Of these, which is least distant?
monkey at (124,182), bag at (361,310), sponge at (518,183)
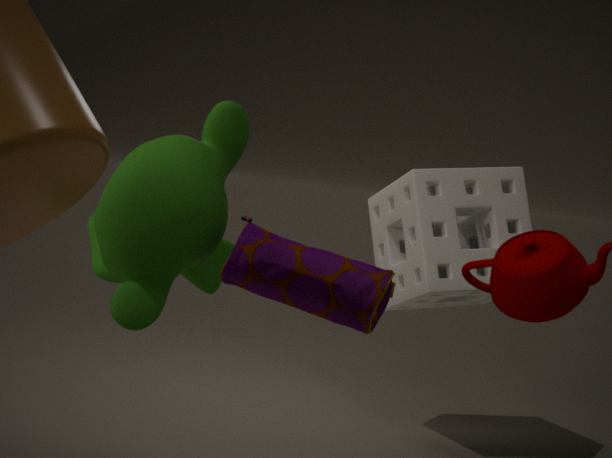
bag at (361,310)
